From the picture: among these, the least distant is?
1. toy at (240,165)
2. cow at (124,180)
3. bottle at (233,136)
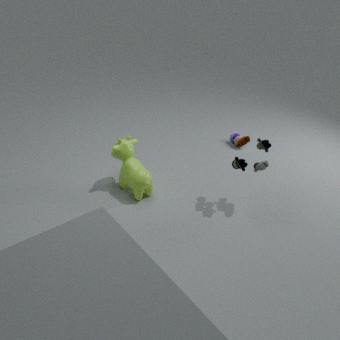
toy at (240,165)
